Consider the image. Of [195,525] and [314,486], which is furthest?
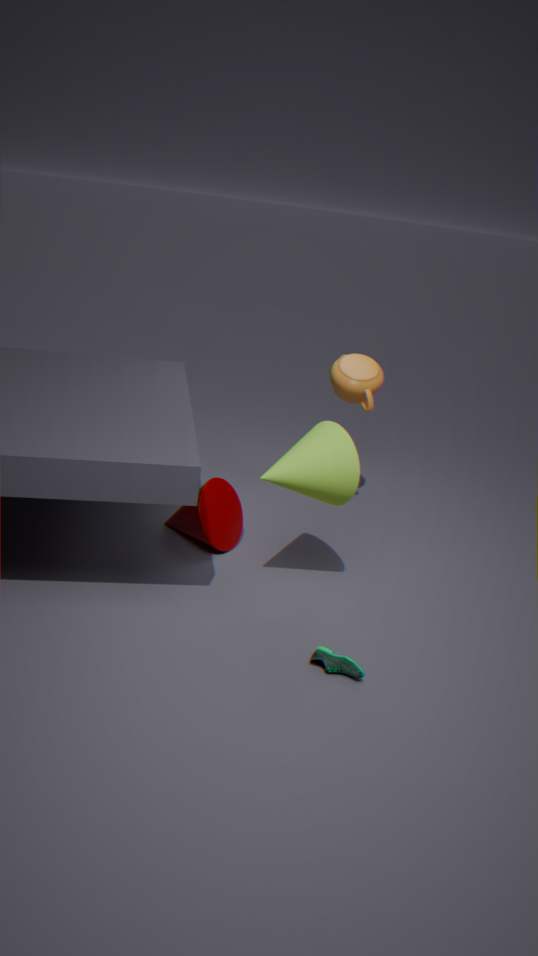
[195,525]
